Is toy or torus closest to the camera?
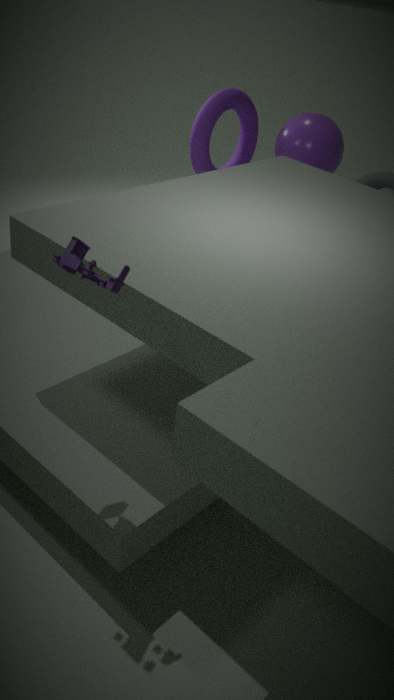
toy
